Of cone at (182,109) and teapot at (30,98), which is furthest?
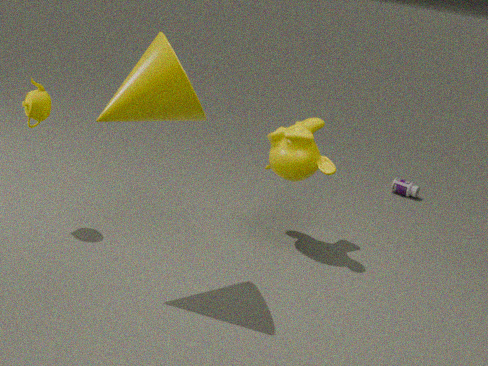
teapot at (30,98)
